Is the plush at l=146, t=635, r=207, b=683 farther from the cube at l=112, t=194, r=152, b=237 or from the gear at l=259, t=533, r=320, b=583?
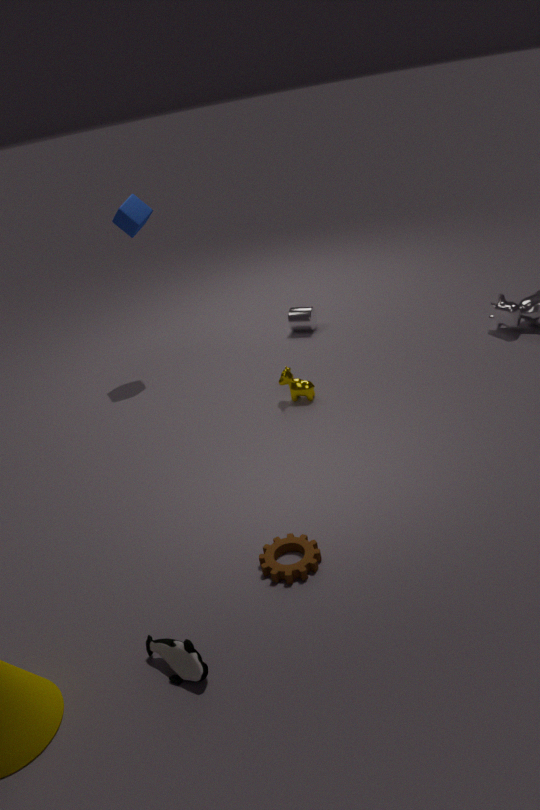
the cube at l=112, t=194, r=152, b=237
